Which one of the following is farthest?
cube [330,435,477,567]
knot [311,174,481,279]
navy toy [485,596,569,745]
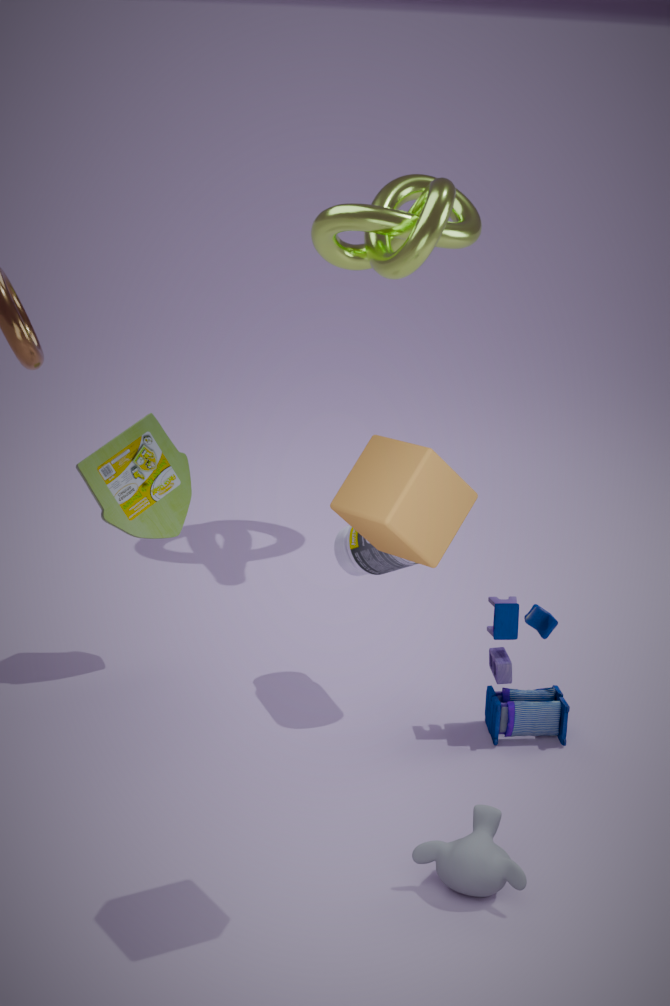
knot [311,174,481,279]
